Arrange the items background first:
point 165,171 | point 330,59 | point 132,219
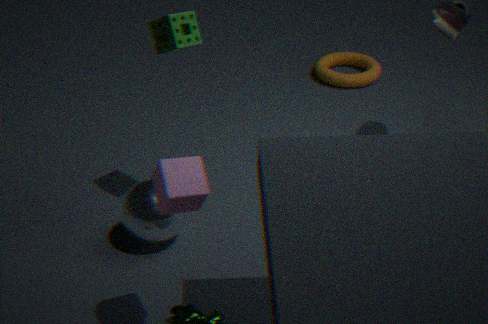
point 330,59
point 132,219
point 165,171
